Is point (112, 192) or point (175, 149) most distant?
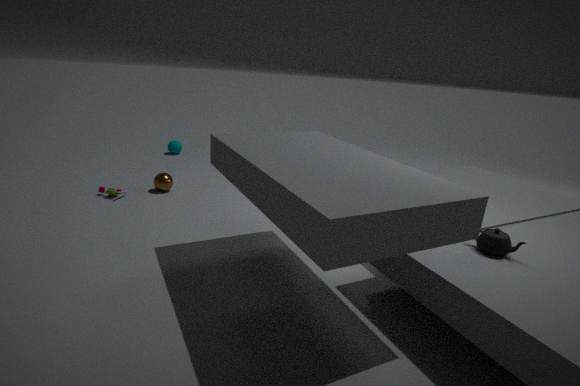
point (175, 149)
